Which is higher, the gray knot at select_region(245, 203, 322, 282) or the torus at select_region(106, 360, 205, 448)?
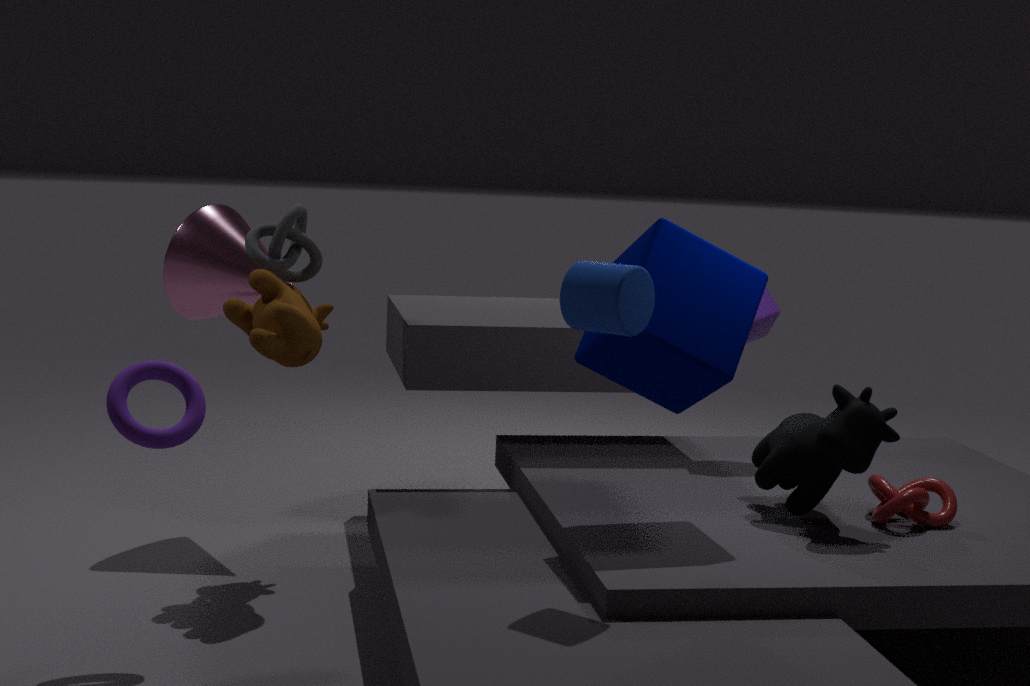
the gray knot at select_region(245, 203, 322, 282)
